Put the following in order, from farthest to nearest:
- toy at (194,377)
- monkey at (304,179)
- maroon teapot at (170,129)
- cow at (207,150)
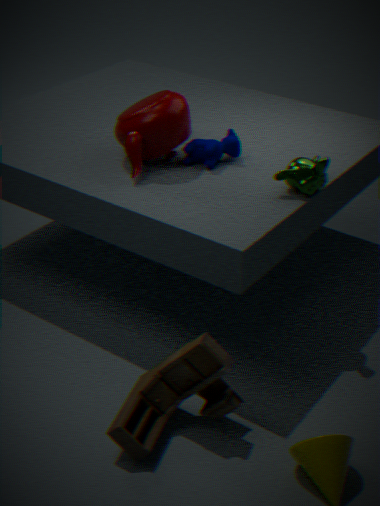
cow at (207,150), maroon teapot at (170,129), monkey at (304,179), toy at (194,377)
